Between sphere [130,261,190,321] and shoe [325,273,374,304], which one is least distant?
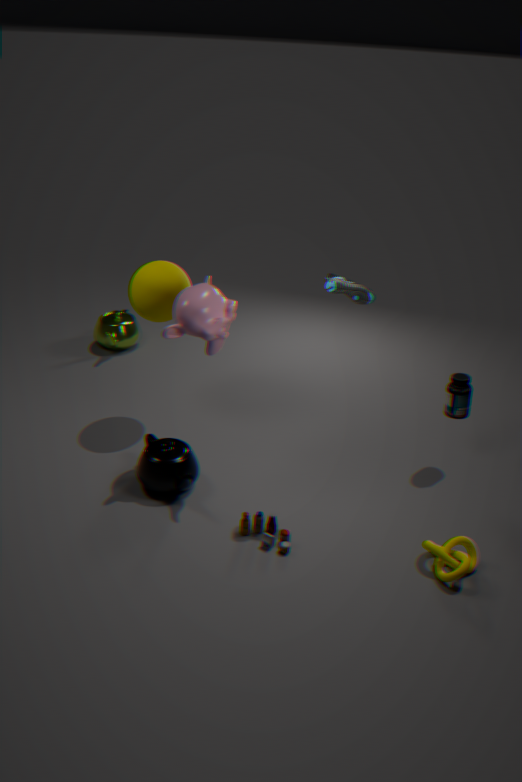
shoe [325,273,374,304]
